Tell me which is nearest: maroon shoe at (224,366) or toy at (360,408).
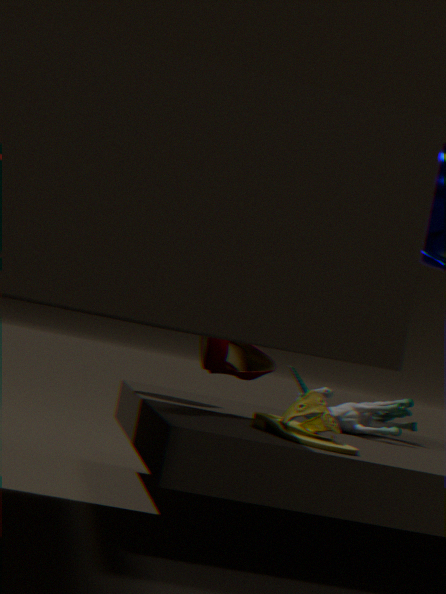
maroon shoe at (224,366)
